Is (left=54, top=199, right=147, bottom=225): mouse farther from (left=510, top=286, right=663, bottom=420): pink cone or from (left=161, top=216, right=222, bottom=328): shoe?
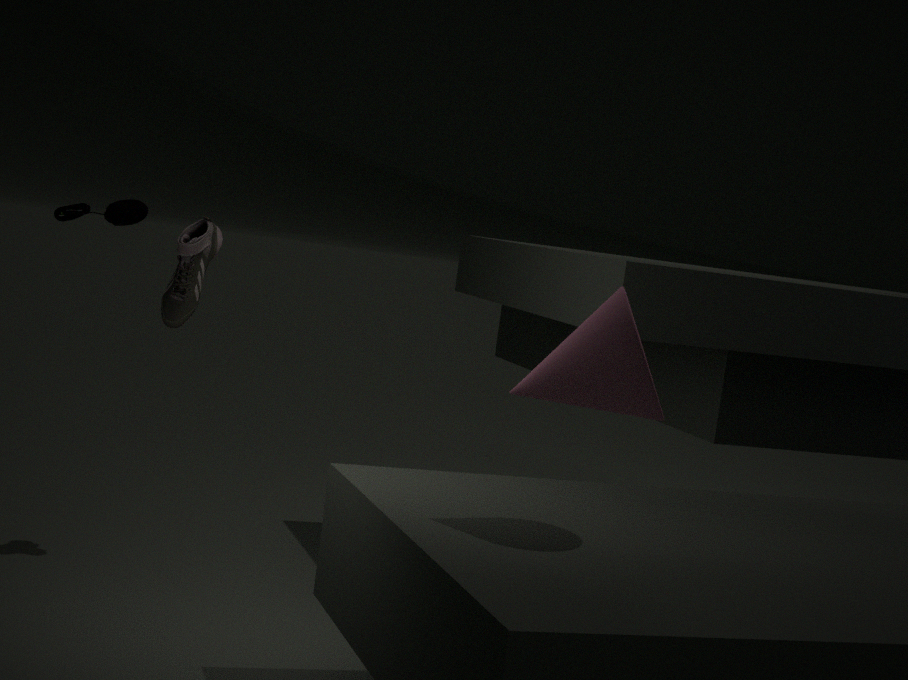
(left=510, top=286, right=663, bottom=420): pink cone
